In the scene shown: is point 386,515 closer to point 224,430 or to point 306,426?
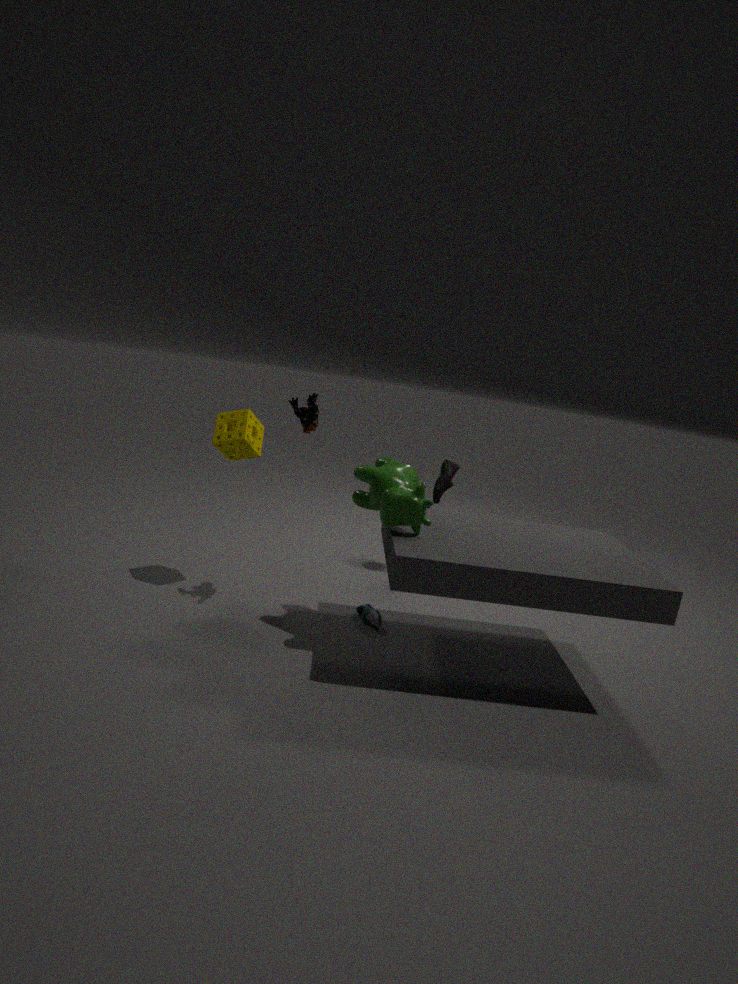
point 306,426
